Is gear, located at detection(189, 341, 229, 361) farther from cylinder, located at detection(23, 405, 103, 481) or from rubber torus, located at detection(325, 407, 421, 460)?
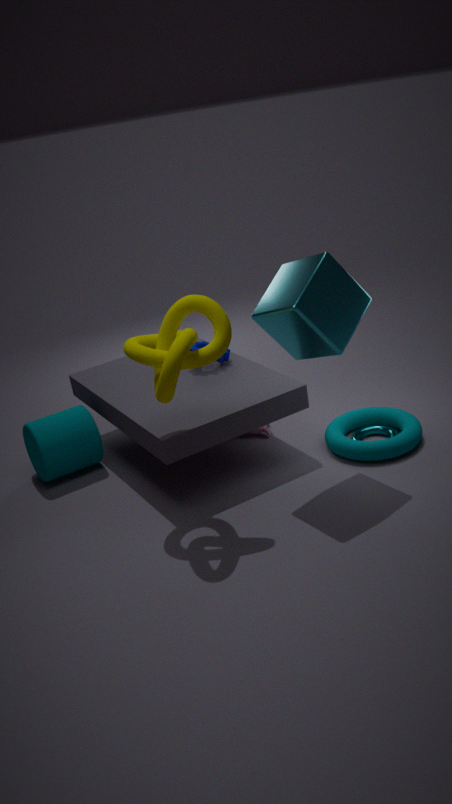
rubber torus, located at detection(325, 407, 421, 460)
